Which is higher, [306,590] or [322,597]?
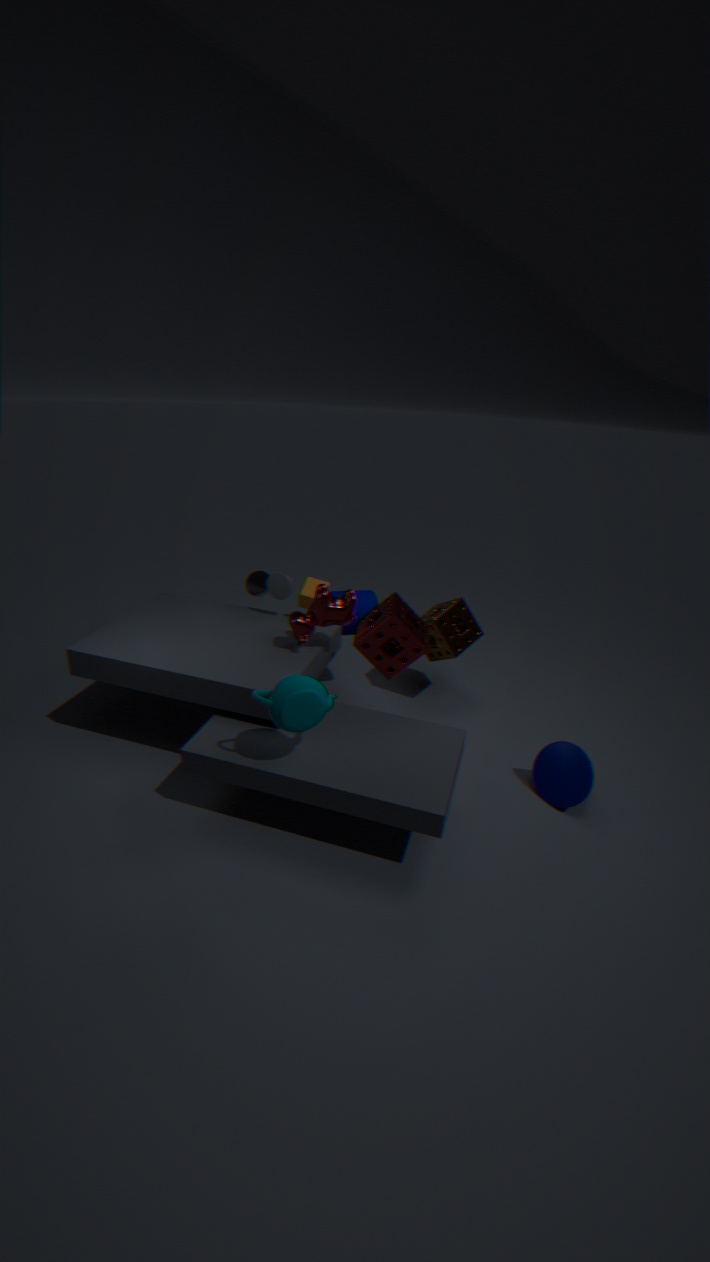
[322,597]
